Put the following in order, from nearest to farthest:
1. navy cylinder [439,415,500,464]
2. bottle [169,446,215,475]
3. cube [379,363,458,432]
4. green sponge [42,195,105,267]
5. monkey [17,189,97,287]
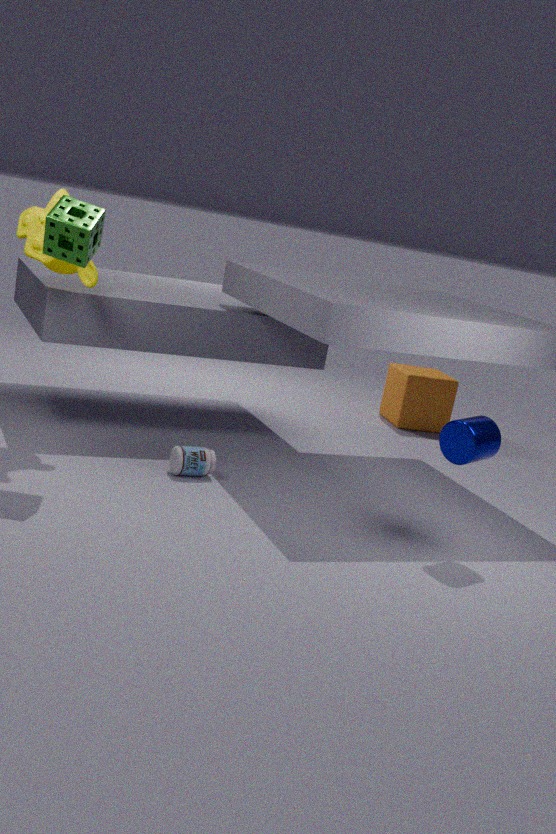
green sponge [42,195,105,267] → navy cylinder [439,415,500,464] → monkey [17,189,97,287] → bottle [169,446,215,475] → cube [379,363,458,432]
